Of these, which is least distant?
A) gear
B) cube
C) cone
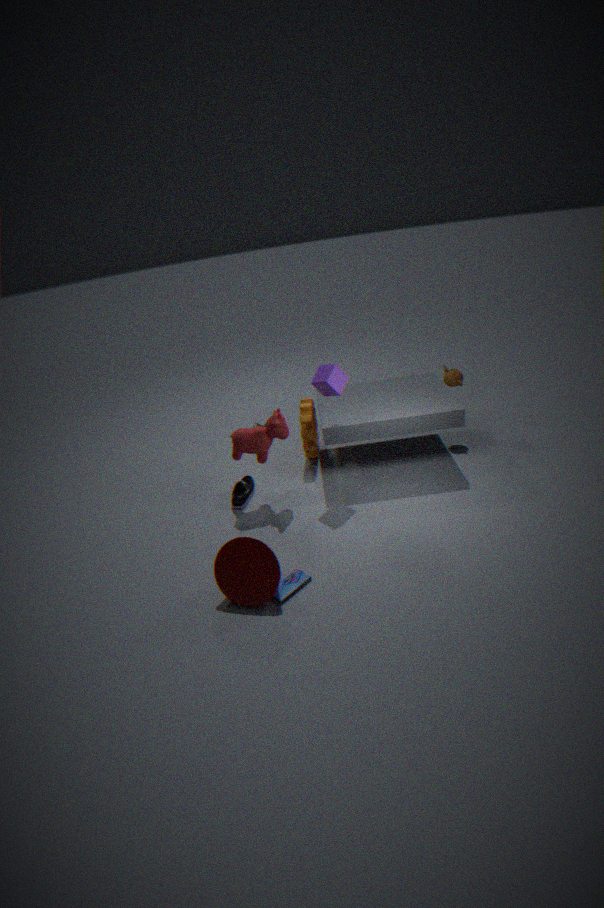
cone
